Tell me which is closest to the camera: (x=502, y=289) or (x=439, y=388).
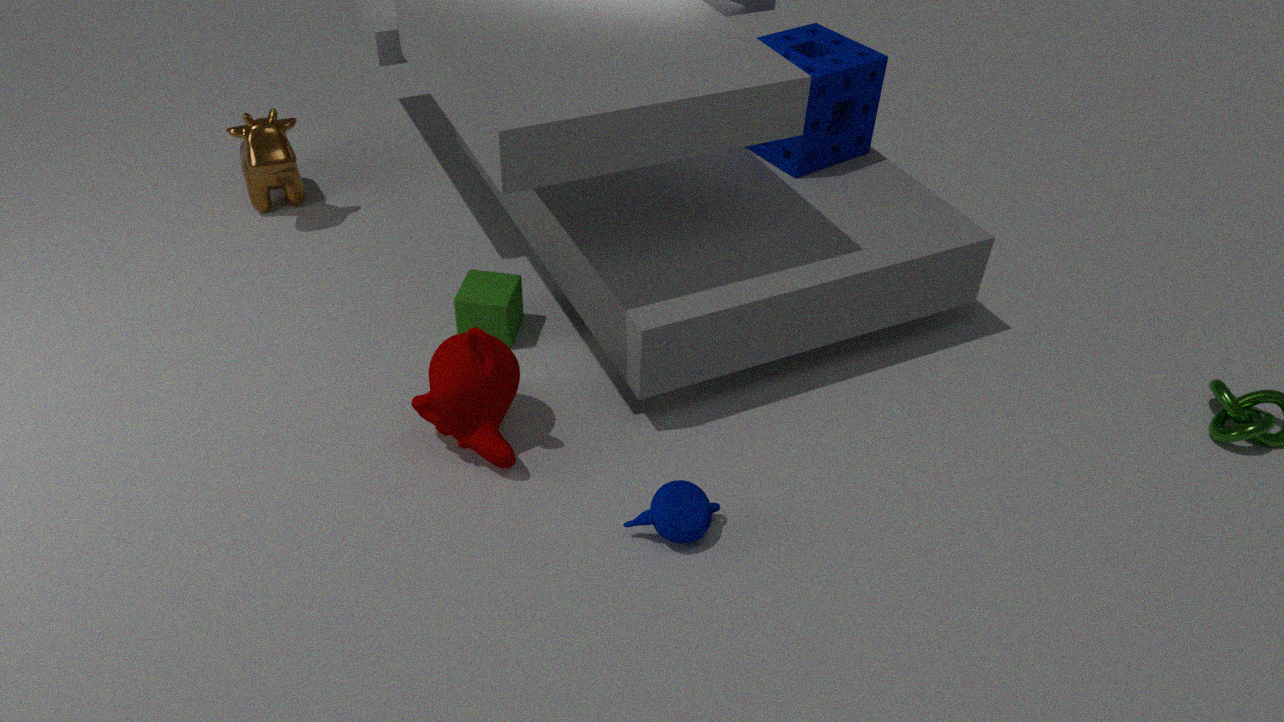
(x=439, y=388)
